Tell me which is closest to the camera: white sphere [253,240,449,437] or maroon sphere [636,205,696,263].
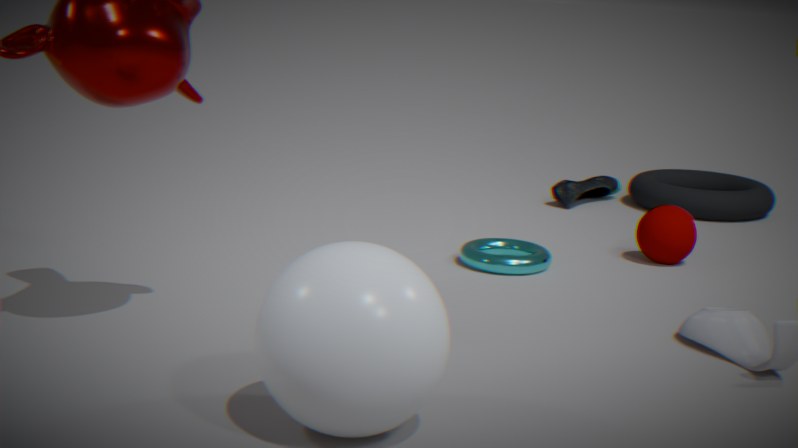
white sphere [253,240,449,437]
